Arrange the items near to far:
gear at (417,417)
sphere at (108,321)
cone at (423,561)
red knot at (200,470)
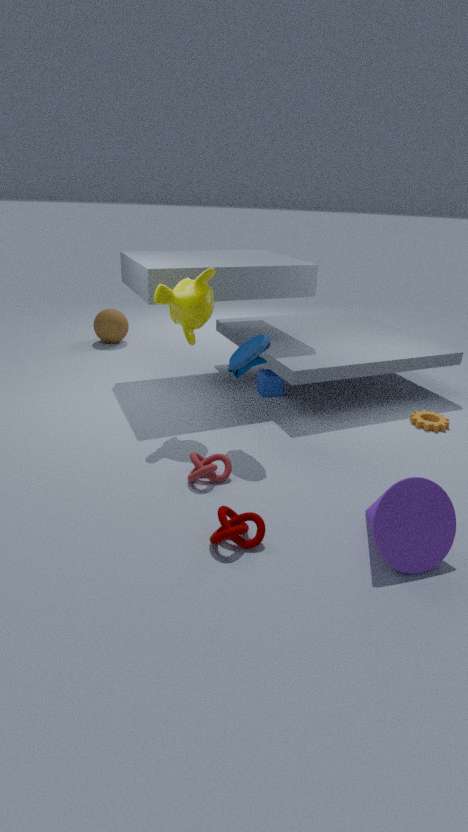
cone at (423,561)
red knot at (200,470)
gear at (417,417)
sphere at (108,321)
